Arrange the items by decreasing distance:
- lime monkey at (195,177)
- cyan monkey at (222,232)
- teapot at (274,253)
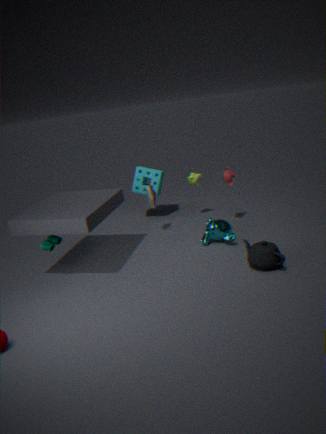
lime monkey at (195,177), cyan monkey at (222,232), teapot at (274,253)
